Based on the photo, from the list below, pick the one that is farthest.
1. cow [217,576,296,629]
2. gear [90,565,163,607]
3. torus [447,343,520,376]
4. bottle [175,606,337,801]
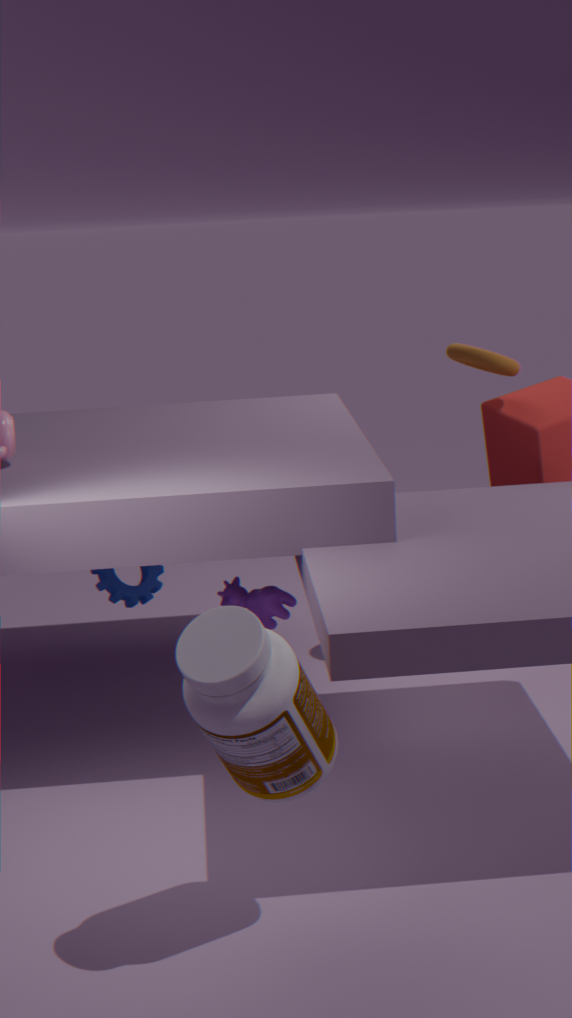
gear [90,565,163,607]
